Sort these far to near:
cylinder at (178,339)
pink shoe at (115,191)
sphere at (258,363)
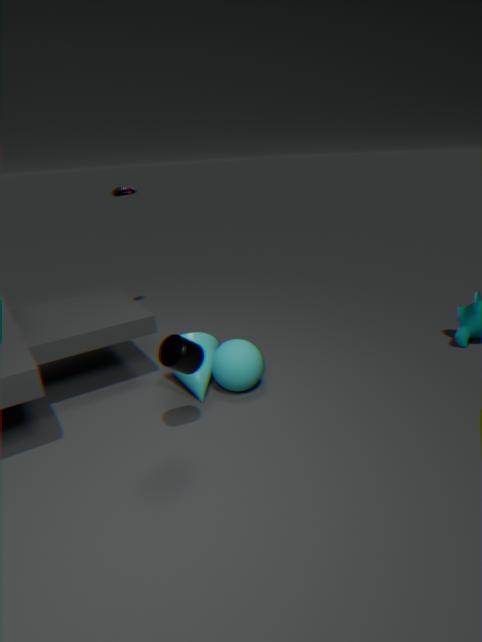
pink shoe at (115,191) < sphere at (258,363) < cylinder at (178,339)
